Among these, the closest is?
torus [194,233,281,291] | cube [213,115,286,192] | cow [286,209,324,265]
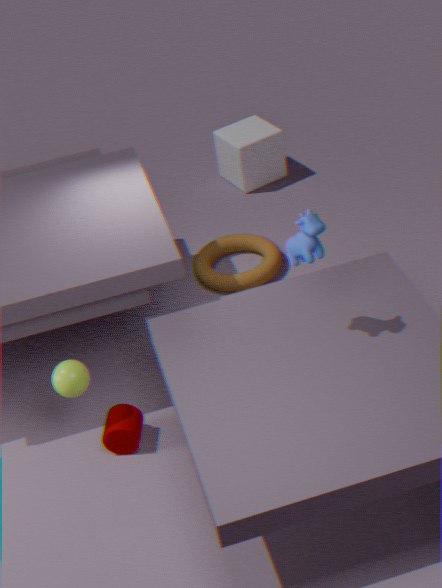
cow [286,209,324,265]
